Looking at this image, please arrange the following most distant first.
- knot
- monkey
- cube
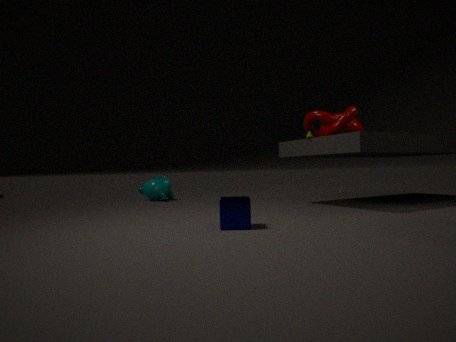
monkey < knot < cube
